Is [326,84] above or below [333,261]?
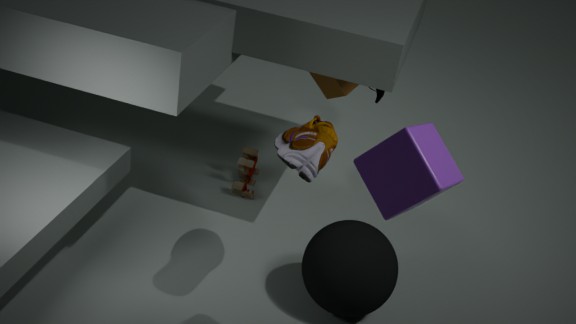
above
